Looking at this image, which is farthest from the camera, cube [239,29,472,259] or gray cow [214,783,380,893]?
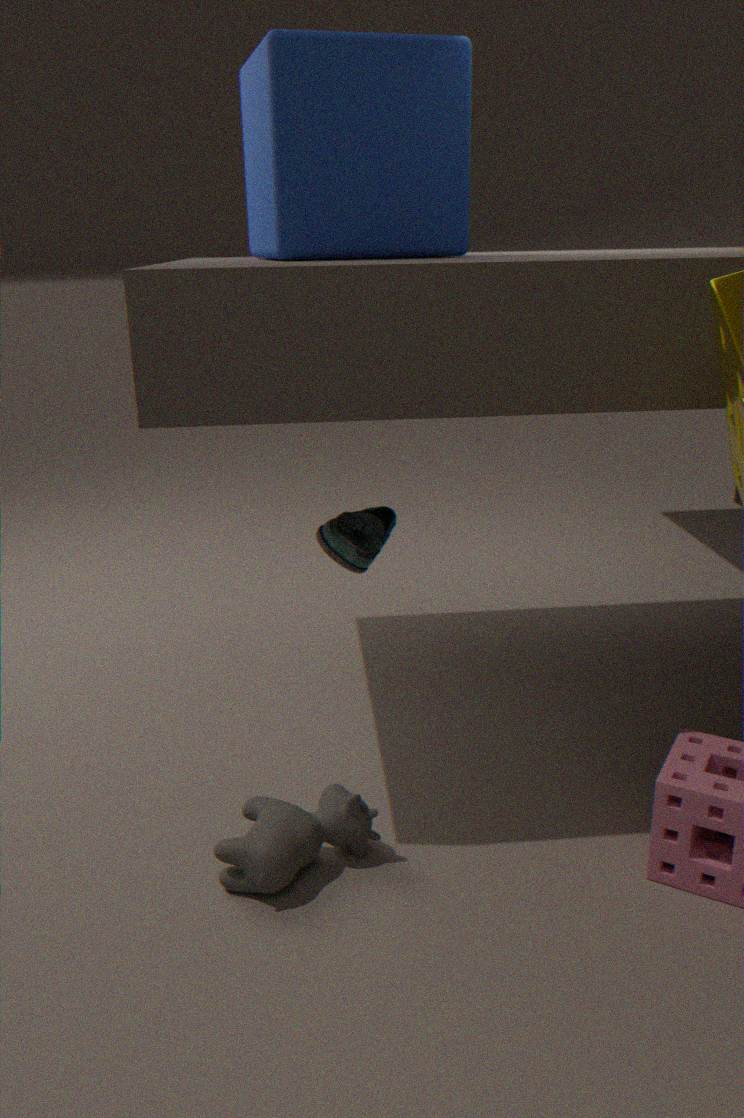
cube [239,29,472,259]
